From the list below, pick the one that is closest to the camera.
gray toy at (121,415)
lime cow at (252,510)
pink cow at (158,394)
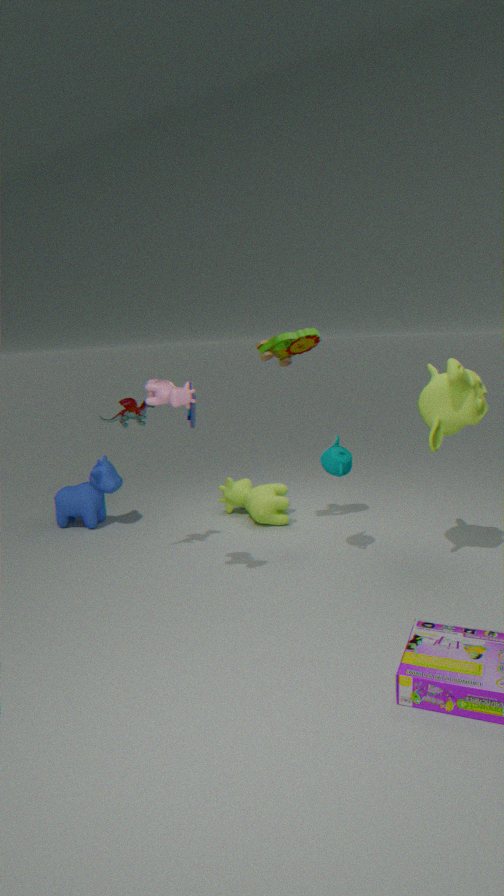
pink cow at (158,394)
